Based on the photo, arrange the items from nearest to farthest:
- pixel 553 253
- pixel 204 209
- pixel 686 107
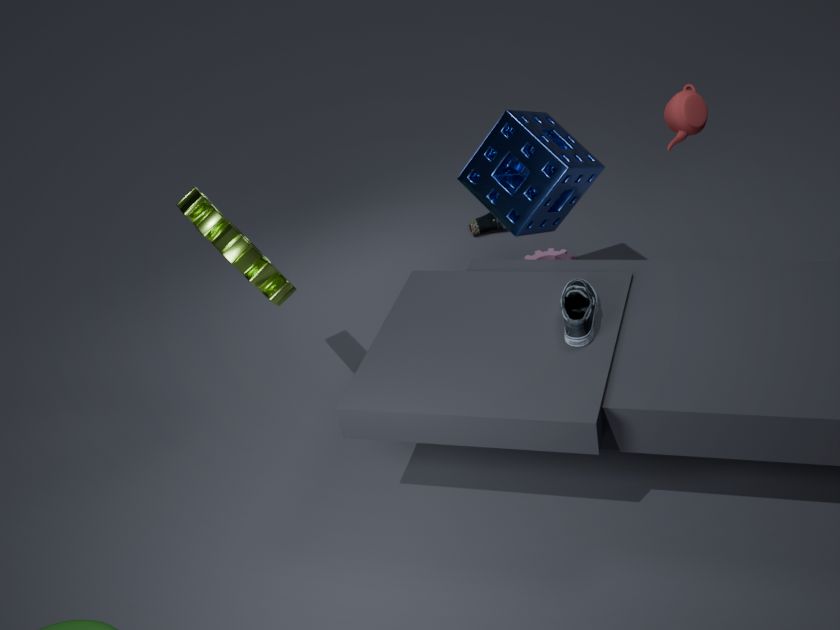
1. pixel 686 107
2. pixel 204 209
3. pixel 553 253
